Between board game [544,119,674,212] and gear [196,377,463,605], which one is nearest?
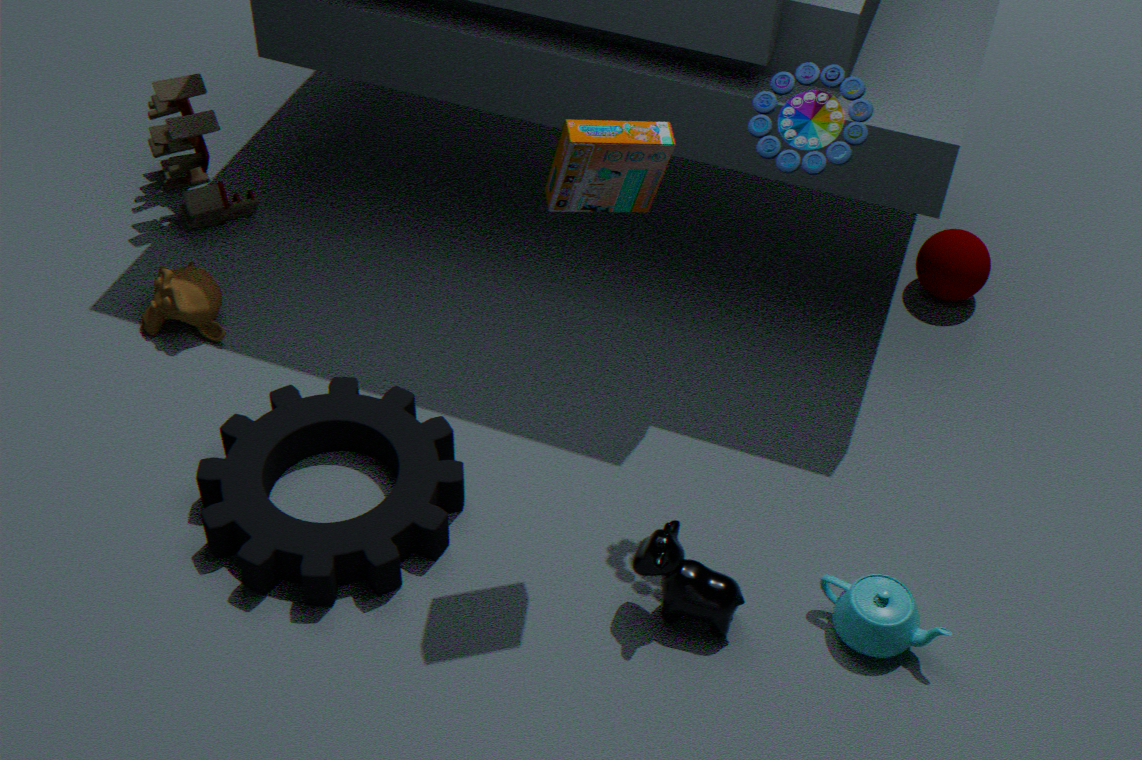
board game [544,119,674,212]
